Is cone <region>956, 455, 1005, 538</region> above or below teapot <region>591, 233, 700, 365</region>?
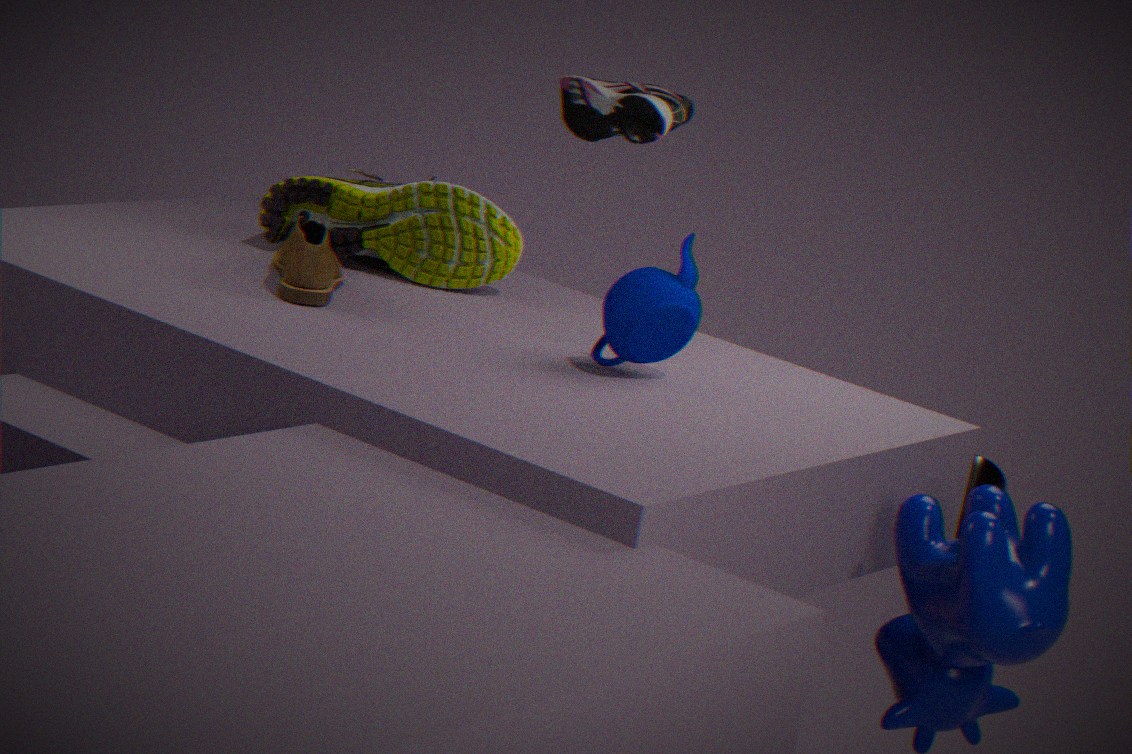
below
